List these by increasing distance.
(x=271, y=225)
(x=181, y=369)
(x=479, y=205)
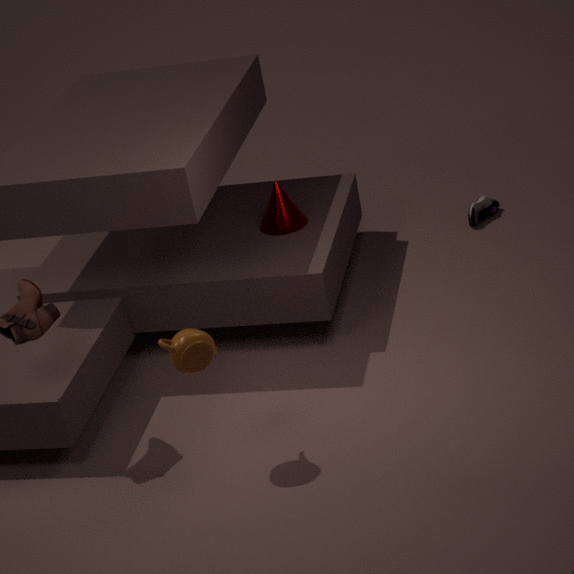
1. (x=181, y=369)
2. (x=271, y=225)
3. (x=479, y=205)
